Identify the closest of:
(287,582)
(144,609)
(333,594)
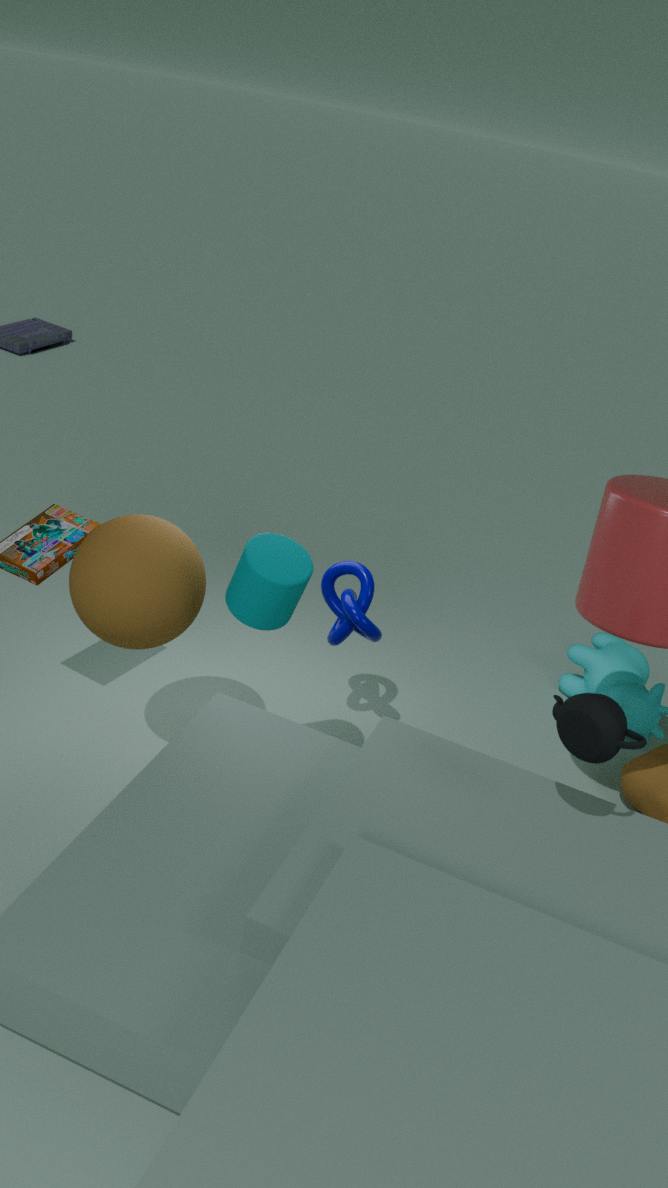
(287,582)
